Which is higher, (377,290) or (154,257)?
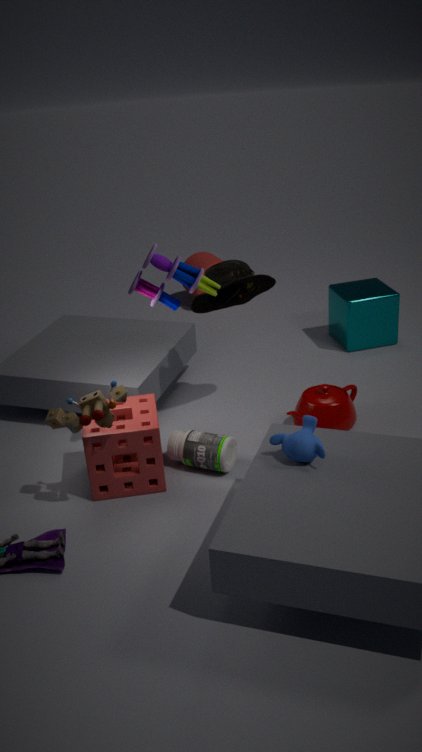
(154,257)
